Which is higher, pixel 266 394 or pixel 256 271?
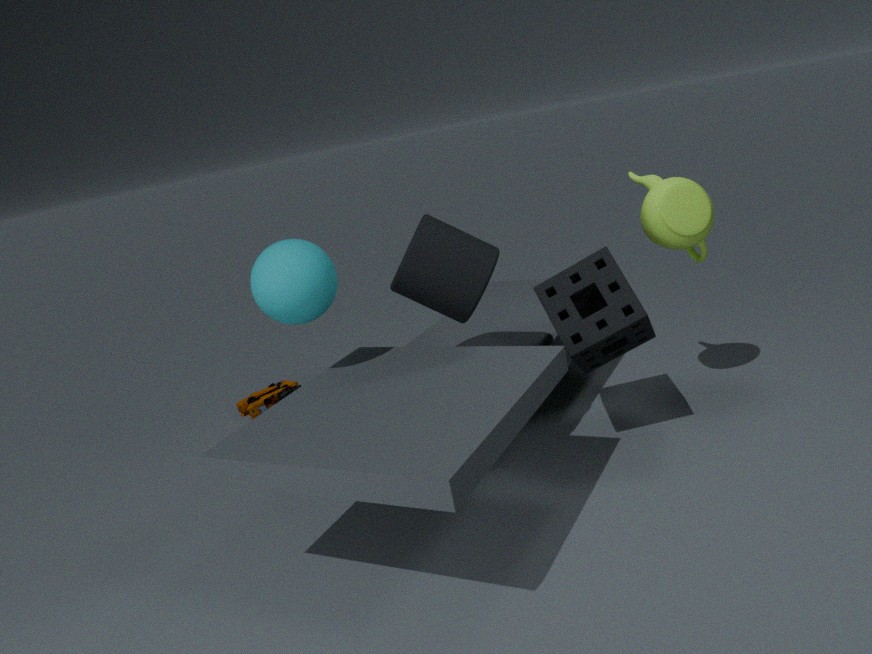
pixel 256 271
